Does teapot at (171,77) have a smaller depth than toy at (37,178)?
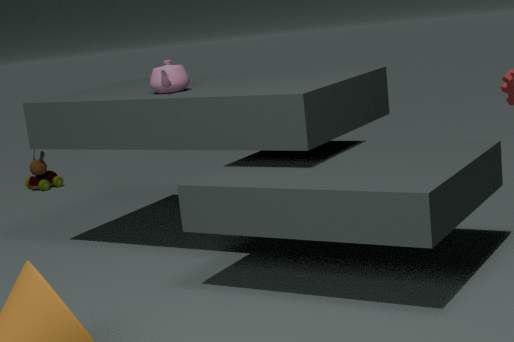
Yes
